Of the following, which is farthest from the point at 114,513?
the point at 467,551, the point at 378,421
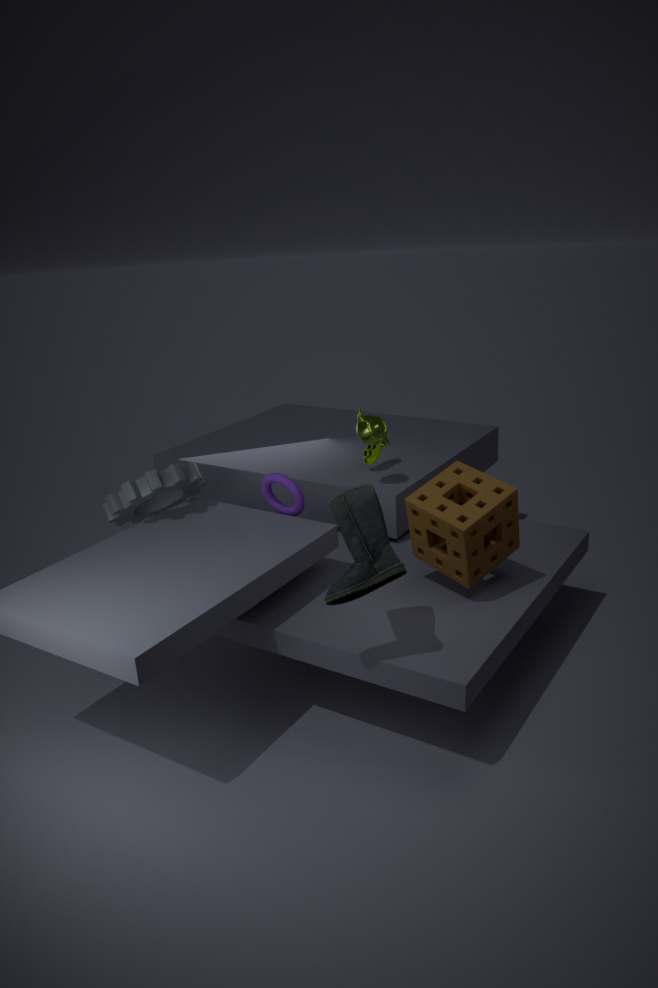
the point at 467,551
